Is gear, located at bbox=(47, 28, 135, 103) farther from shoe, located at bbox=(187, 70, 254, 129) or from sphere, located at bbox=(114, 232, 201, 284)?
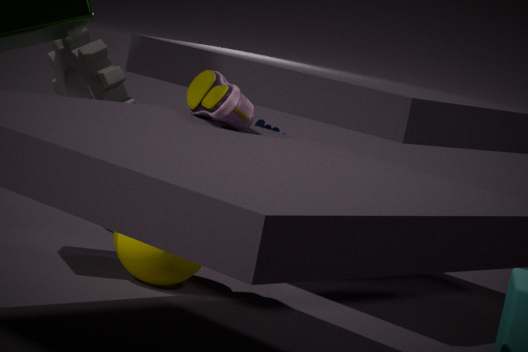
shoe, located at bbox=(187, 70, 254, 129)
